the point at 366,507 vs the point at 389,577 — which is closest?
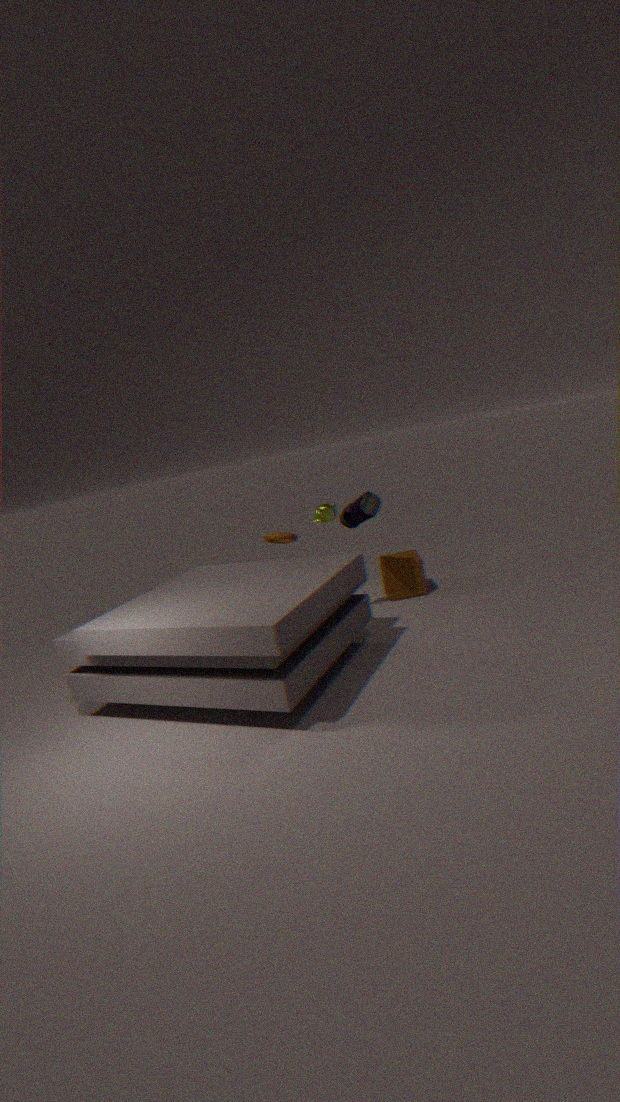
the point at 366,507
